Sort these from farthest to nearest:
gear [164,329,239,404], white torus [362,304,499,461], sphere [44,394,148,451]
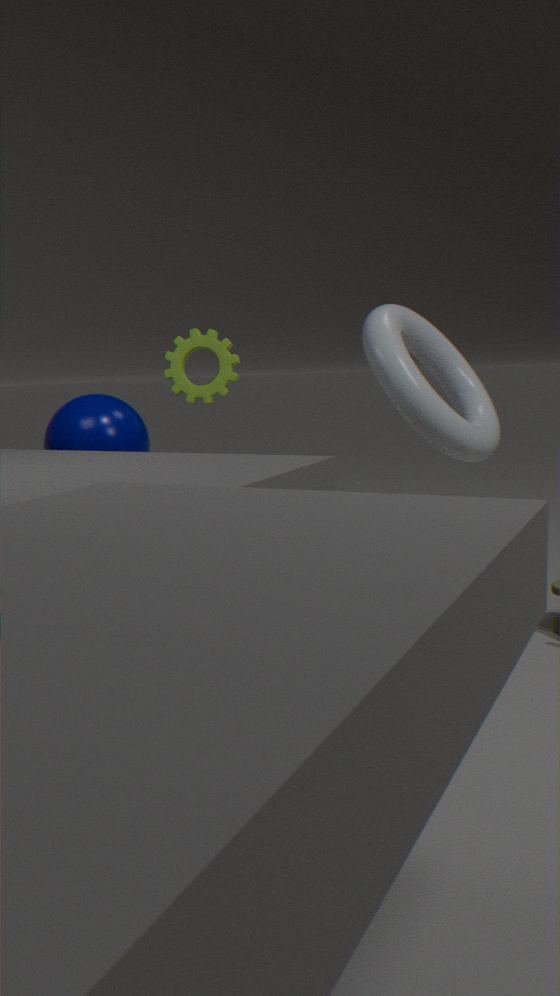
gear [164,329,239,404], sphere [44,394,148,451], white torus [362,304,499,461]
